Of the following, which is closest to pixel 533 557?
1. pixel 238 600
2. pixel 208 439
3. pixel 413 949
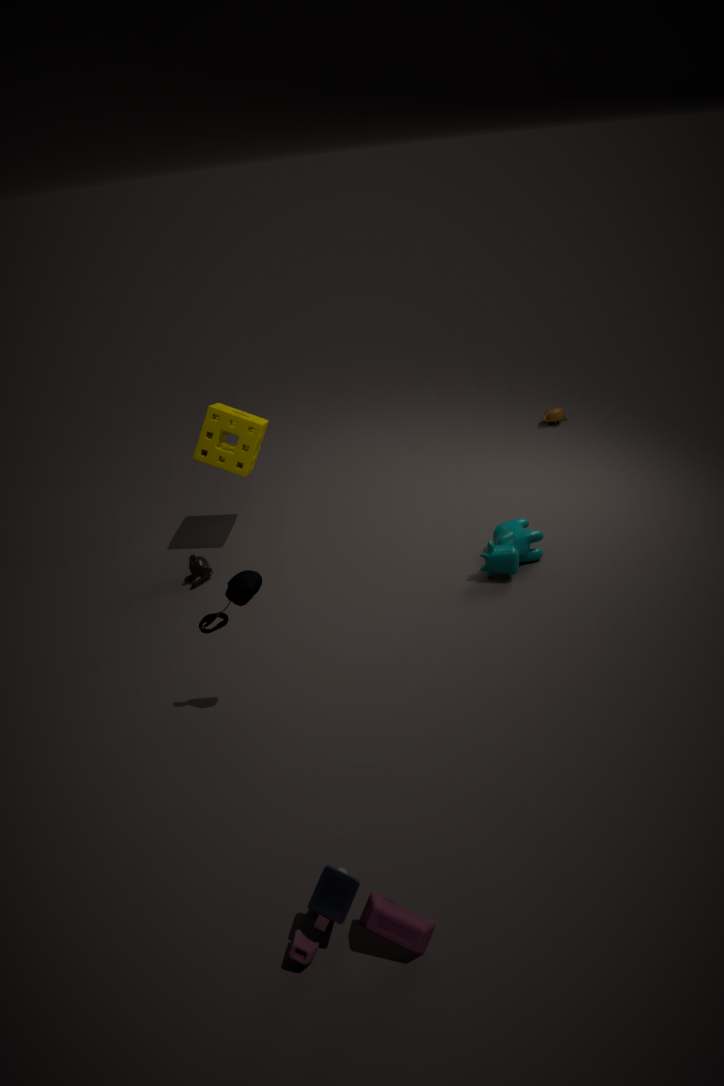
pixel 238 600
